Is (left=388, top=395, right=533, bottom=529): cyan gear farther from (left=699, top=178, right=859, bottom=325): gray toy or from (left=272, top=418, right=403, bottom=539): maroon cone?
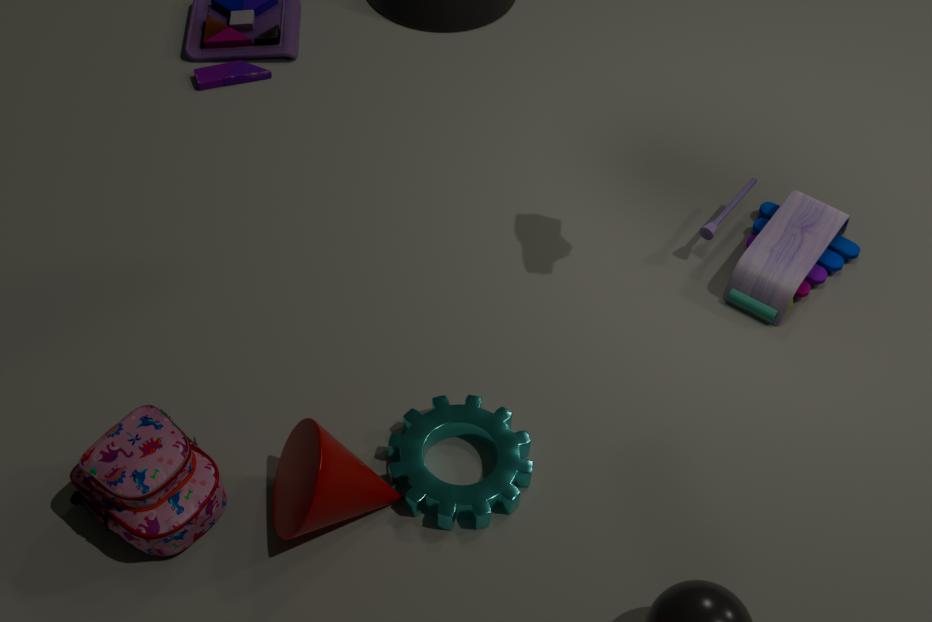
(left=699, top=178, right=859, bottom=325): gray toy
